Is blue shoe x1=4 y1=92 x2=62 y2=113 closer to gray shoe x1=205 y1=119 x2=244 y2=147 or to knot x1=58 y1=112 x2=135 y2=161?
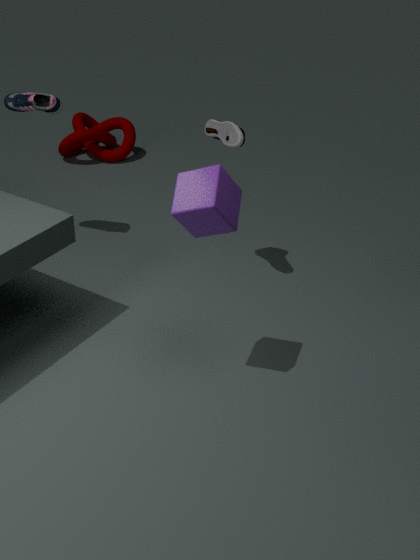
gray shoe x1=205 y1=119 x2=244 y2=147
